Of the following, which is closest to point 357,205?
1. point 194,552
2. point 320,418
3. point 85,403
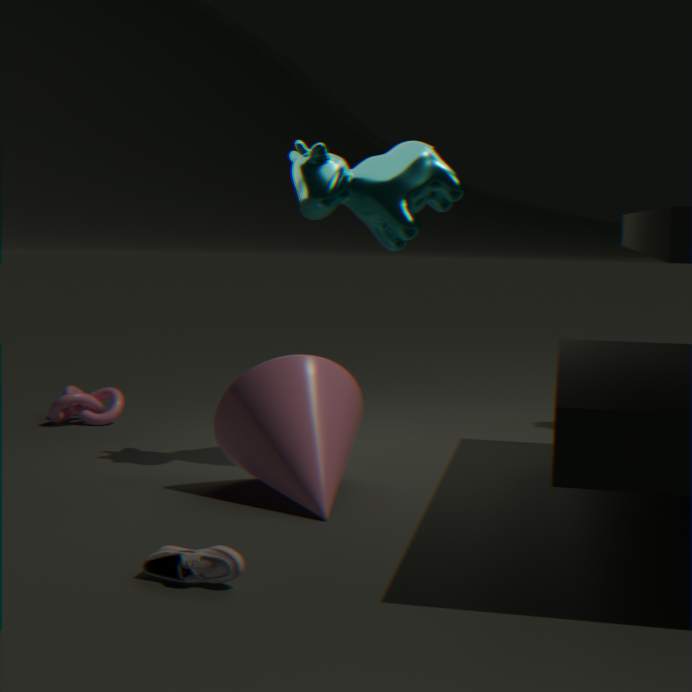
point 320,418
